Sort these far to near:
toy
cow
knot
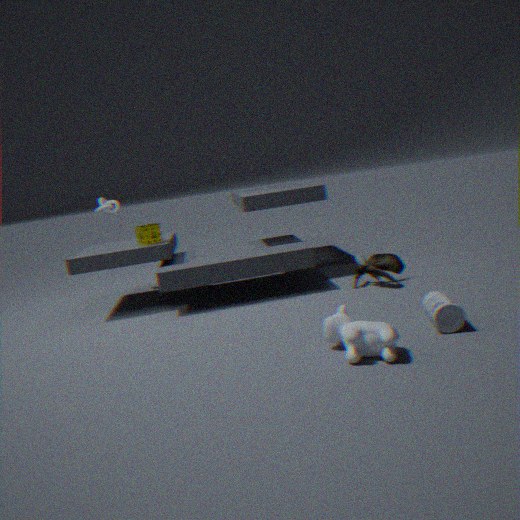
knot
toy
cow
